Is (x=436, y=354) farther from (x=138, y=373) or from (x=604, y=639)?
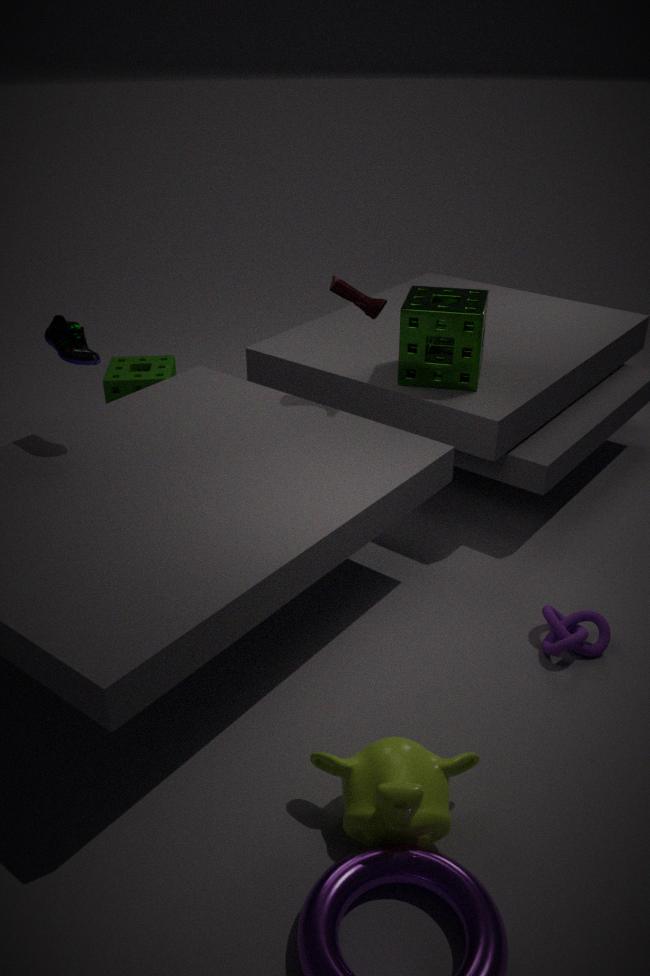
(x=138, y=373)
